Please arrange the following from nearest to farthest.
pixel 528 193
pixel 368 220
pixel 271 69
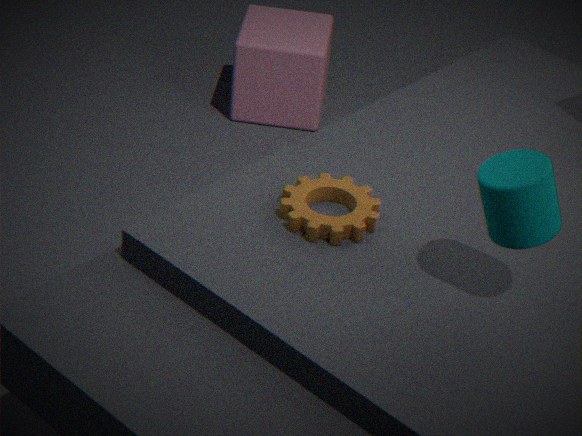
1. pixel 528 193
2. pixel 368 220
3. pixel 271 69
